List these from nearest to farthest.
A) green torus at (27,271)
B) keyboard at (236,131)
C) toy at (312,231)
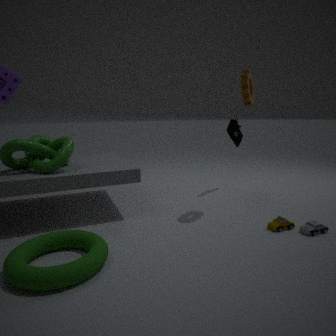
green torus at (27,271)
toy at (312,231)
keyboard at (236,131)
